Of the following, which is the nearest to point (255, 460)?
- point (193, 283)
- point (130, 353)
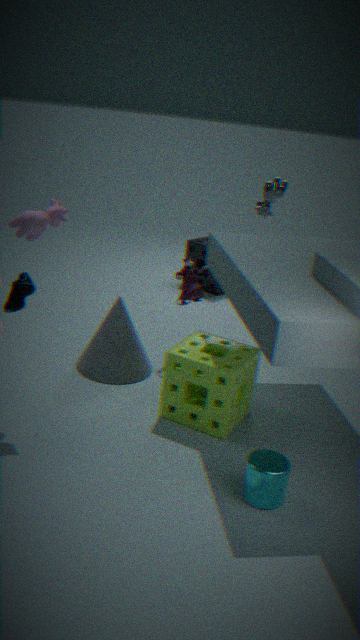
point (130, 353)
